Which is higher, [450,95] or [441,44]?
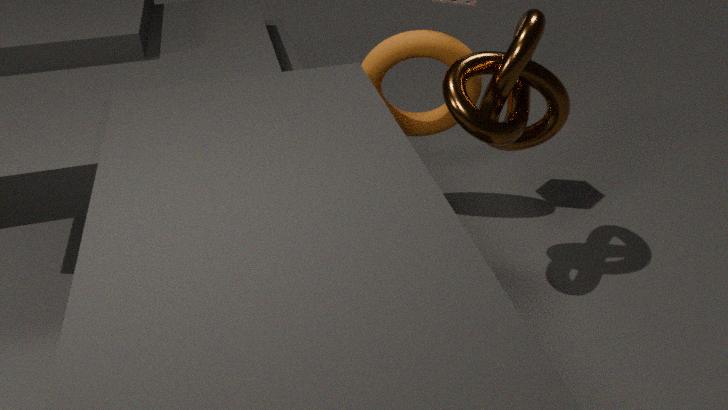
[450,95]
